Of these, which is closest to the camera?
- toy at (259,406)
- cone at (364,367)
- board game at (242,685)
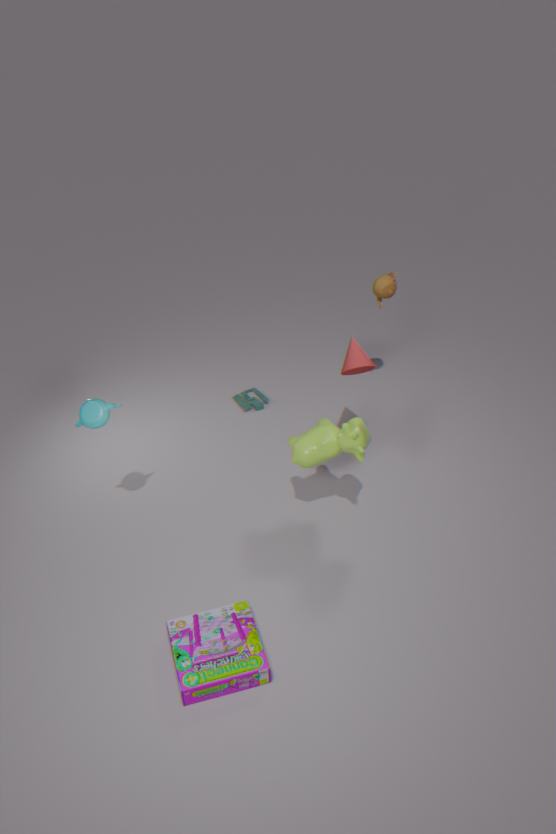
board game at (242,685)
